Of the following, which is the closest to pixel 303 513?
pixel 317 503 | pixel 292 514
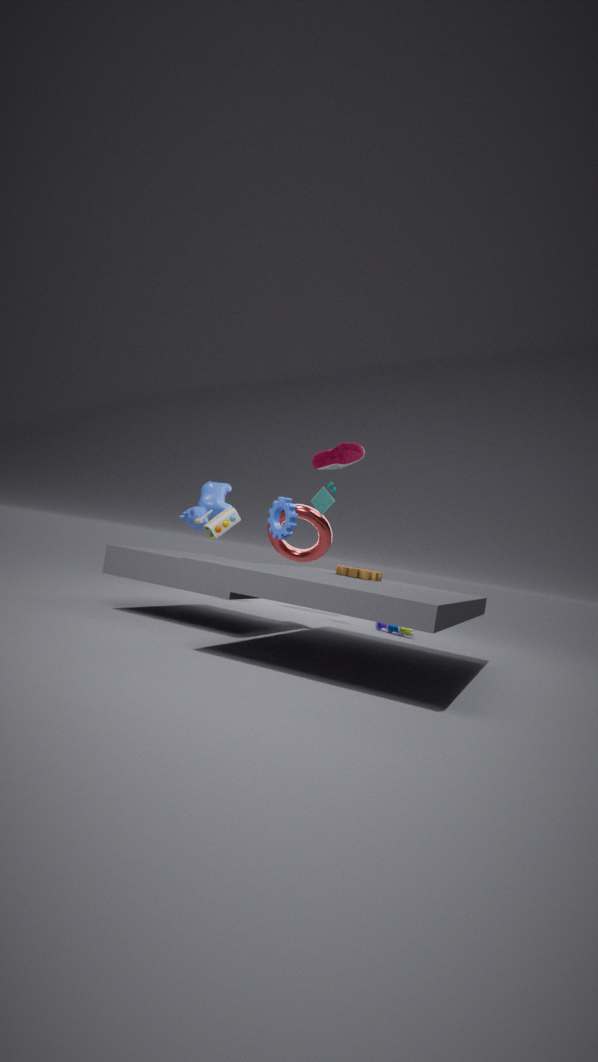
pixel 317 503
